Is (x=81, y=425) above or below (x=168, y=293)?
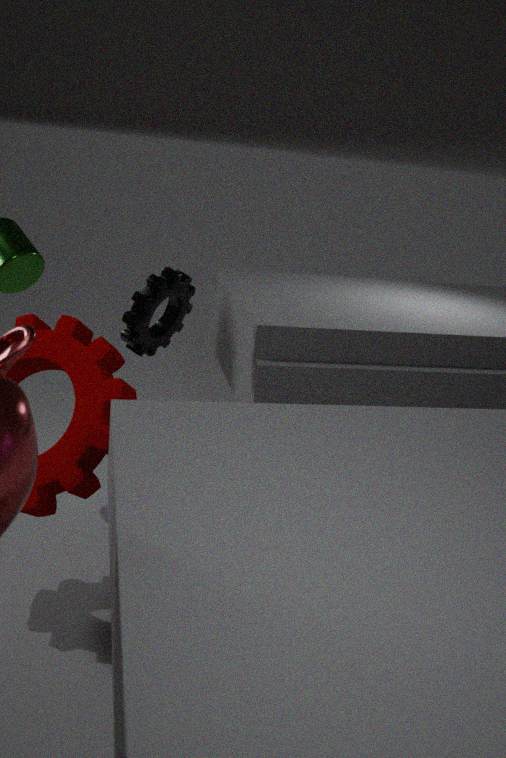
below
